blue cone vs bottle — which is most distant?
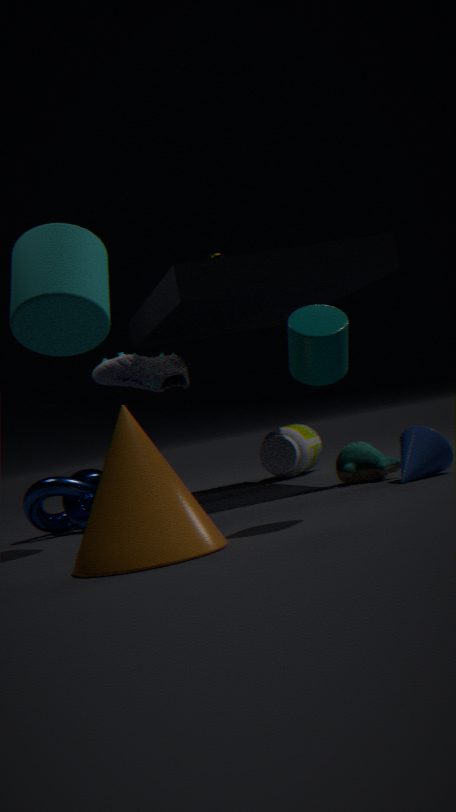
bottle
